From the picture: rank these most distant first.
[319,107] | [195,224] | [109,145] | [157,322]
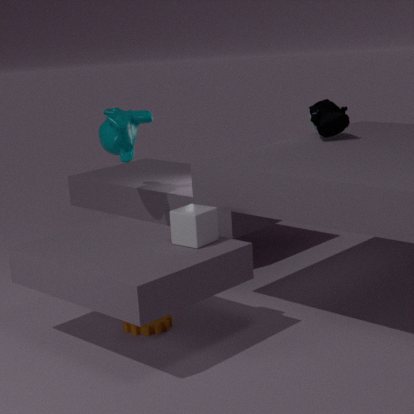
[109,145] → [319,107] → [157,322] → [195,224]
